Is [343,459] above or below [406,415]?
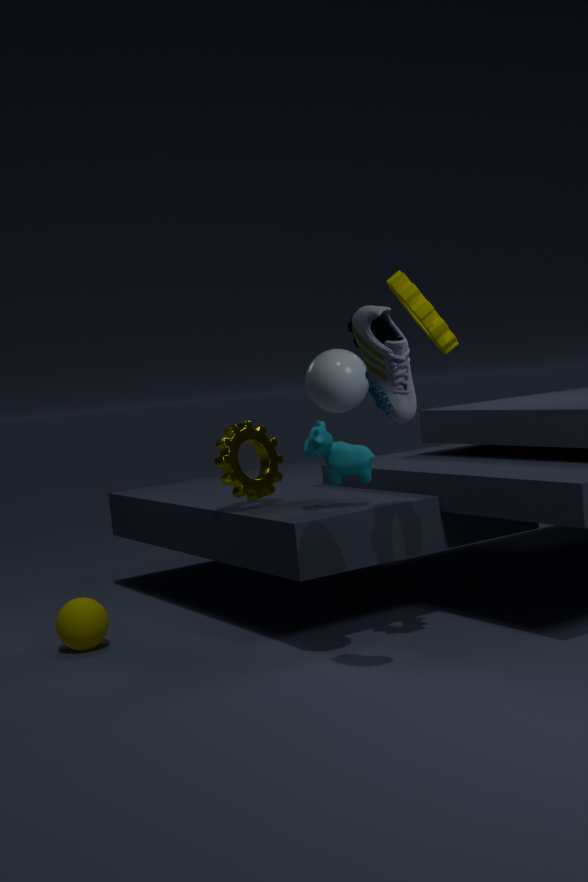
below
